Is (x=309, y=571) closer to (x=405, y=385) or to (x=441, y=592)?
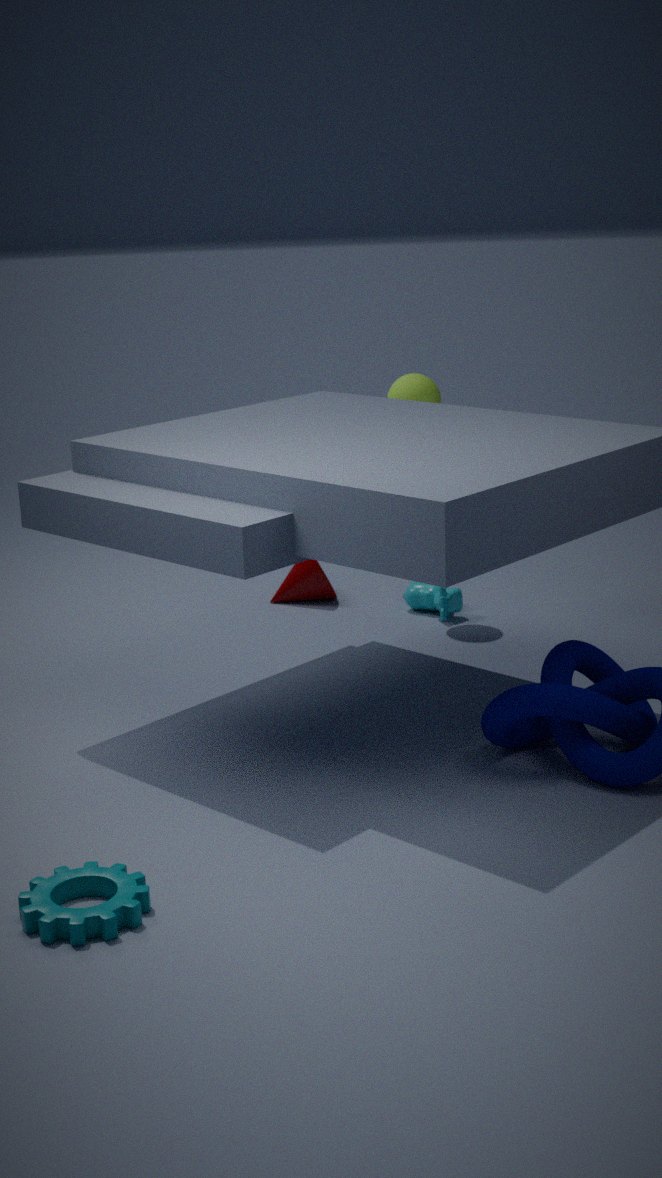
(x=441, y=592)
